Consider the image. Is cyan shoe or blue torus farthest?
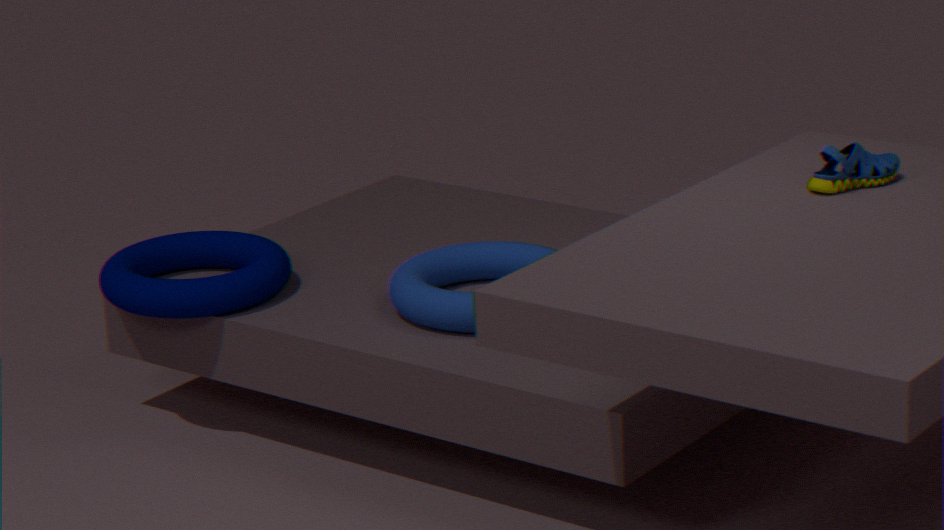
blue torus
